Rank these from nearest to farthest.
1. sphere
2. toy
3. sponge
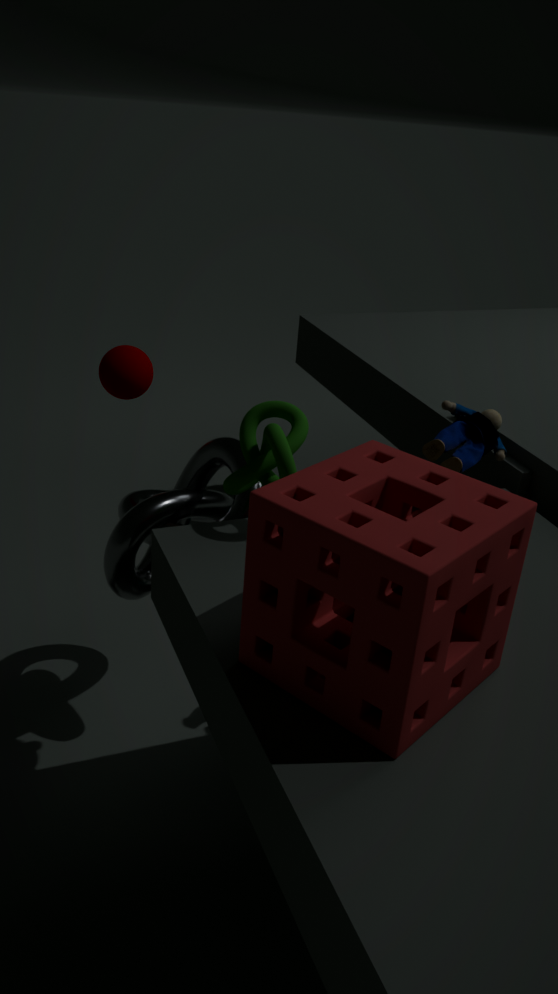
1. sponge
2. toy
3. sphere
